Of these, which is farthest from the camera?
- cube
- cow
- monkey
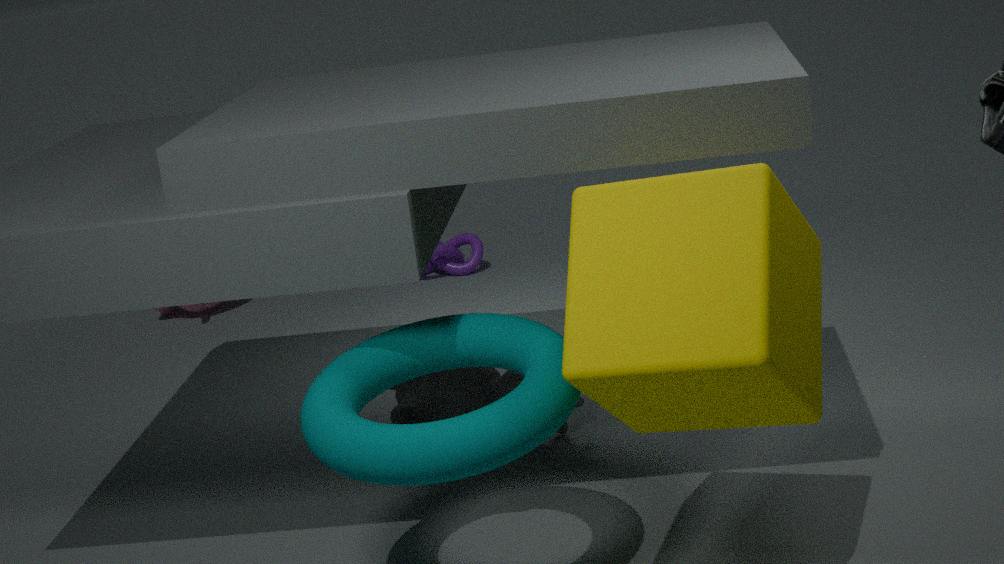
monkey
